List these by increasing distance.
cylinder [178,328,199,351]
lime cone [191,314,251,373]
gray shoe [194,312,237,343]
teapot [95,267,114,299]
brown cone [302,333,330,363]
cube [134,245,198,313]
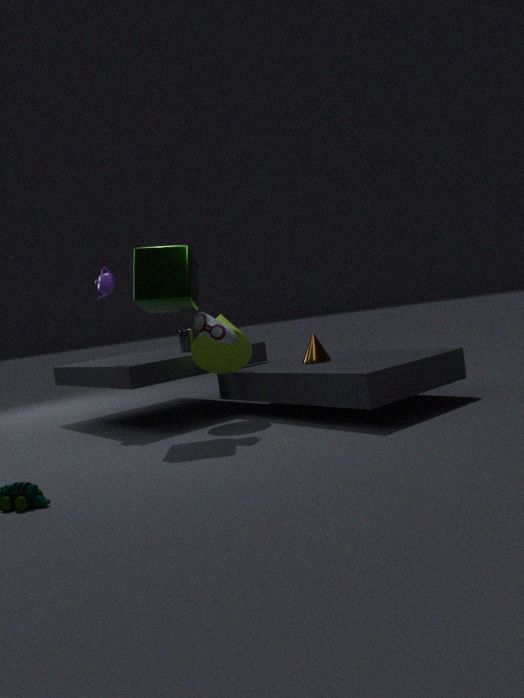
gray shoe [194,312,237,343] < cube [134,245,198,313] < lime cone [191,314,251,373] < brown cone [302,333,330,363] < teapot [95,267,114,299] < cylinder [178,328,199,351]
